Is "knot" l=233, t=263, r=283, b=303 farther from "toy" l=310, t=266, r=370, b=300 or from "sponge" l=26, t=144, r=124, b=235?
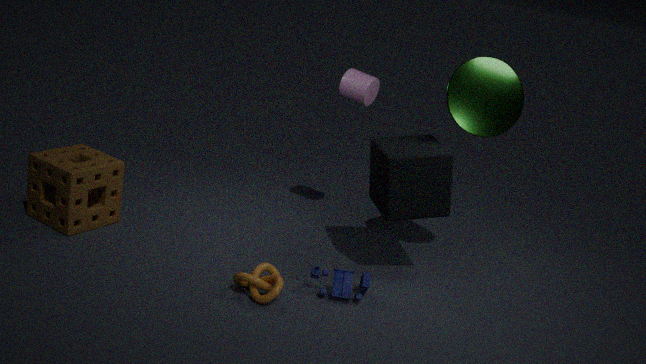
"sponge" l=26, t=144, r=124, b=235
